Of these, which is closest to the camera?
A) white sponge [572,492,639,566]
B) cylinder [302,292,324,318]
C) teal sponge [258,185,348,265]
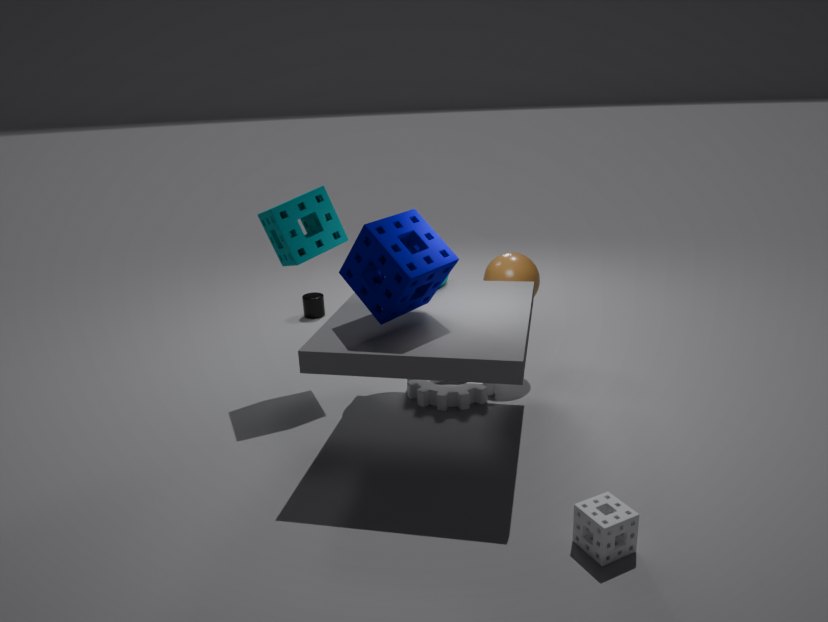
white sponge [572,492,639,566]
